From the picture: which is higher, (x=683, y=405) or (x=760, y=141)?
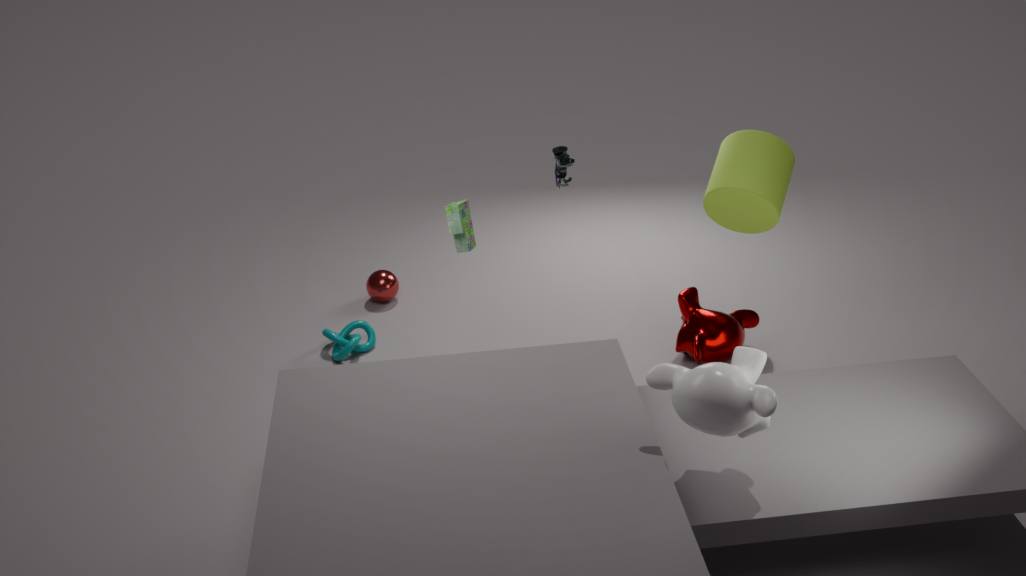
(x=760, y=141)
